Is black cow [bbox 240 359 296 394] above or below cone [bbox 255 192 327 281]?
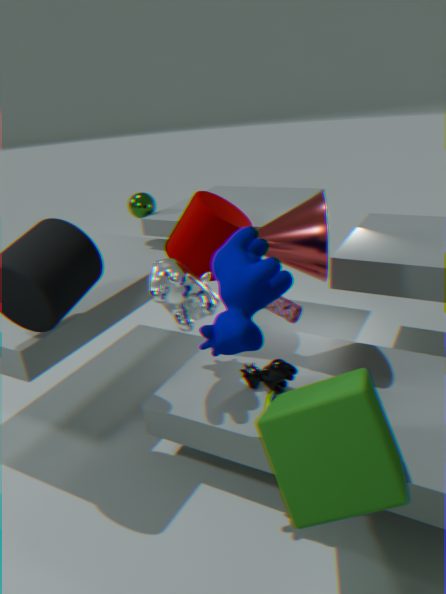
below
